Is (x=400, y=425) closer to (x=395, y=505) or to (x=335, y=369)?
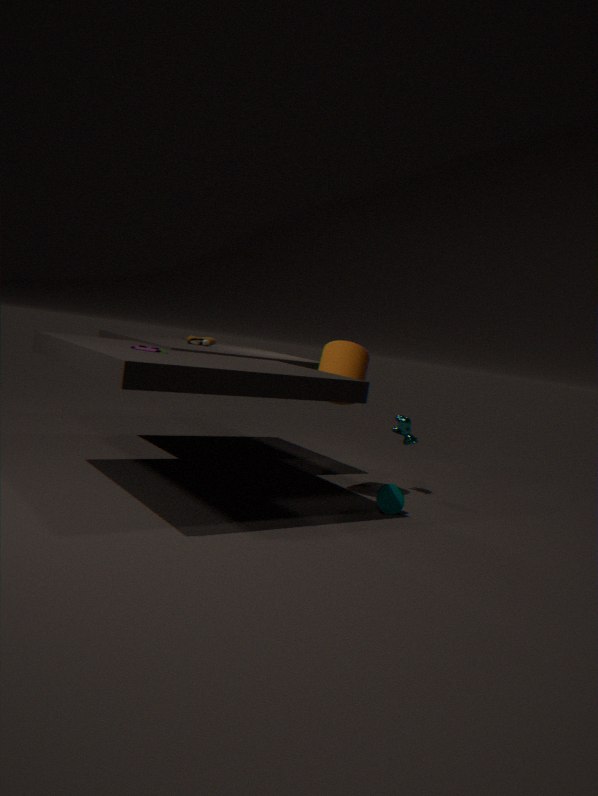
(x=335, y=369)
